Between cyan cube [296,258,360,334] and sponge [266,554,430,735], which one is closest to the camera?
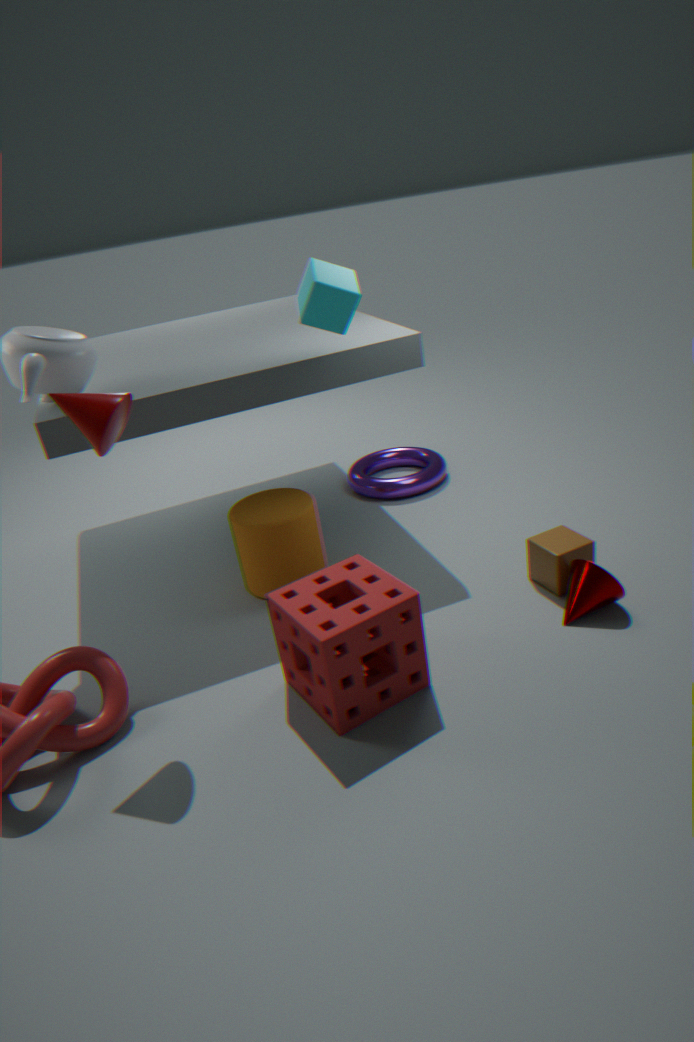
sponge [266,554,430,735]
